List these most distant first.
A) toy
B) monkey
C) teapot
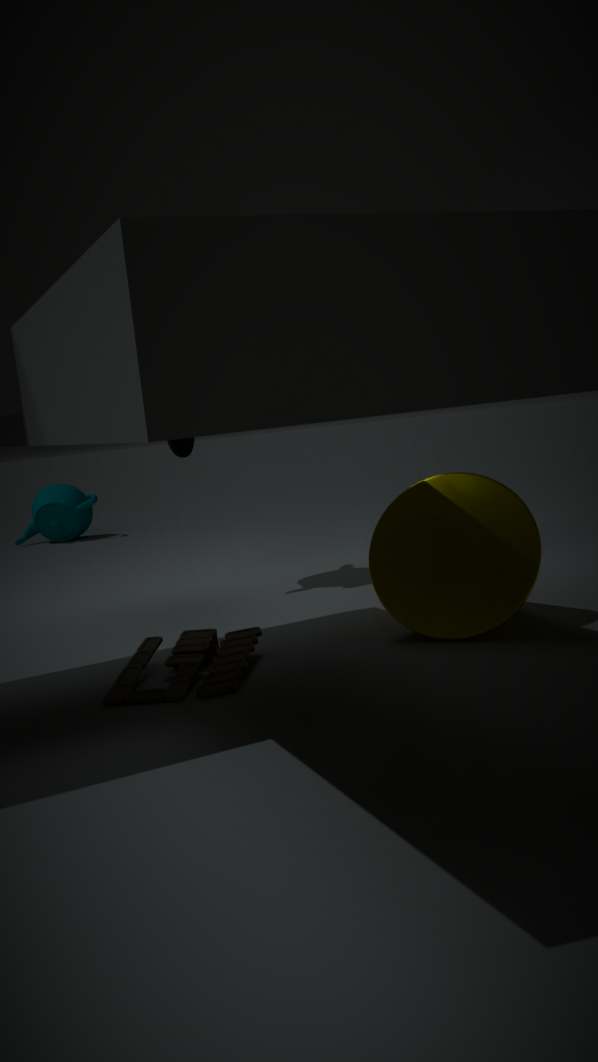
teapot < monkey < toy
